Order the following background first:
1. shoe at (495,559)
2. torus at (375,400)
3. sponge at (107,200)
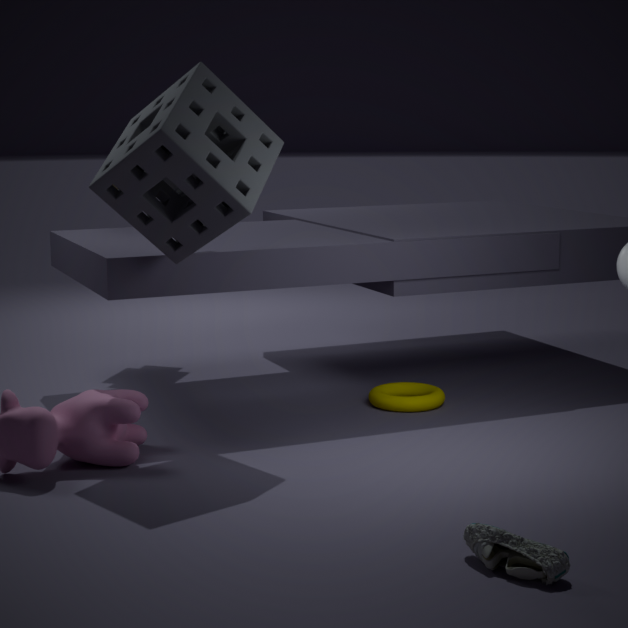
torus at (375,400) < sponge at (107,200) < shoe at (495,559)
